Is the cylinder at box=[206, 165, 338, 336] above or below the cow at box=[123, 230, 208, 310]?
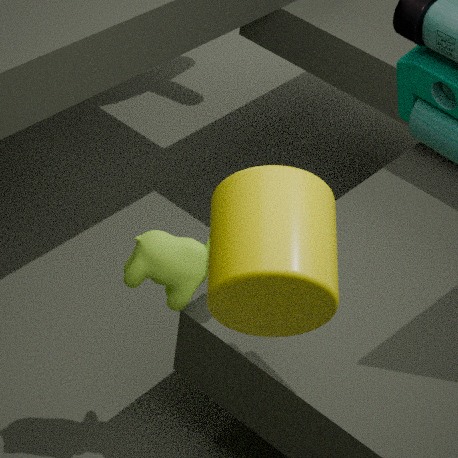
above
